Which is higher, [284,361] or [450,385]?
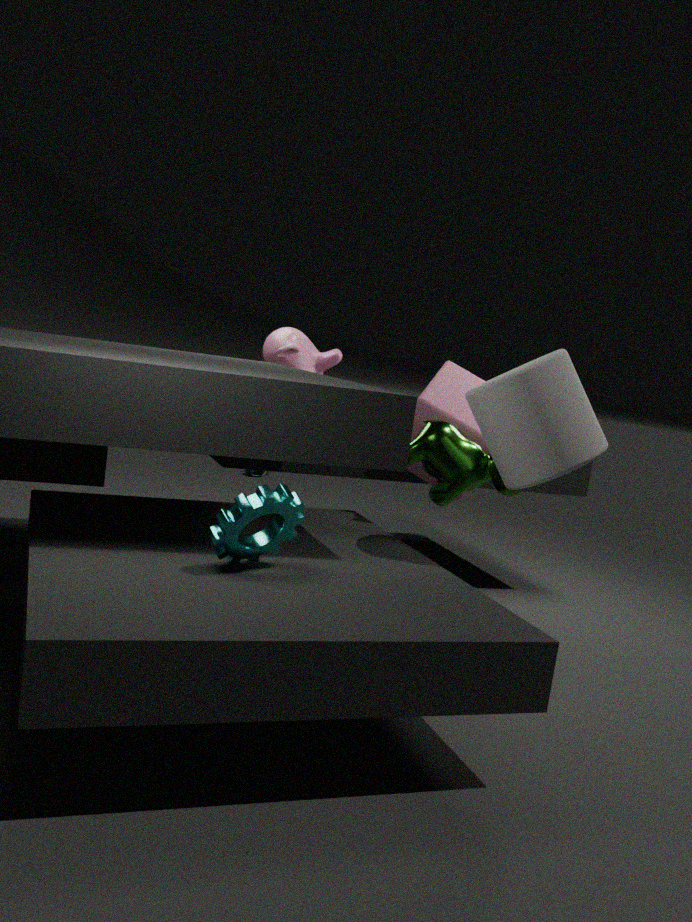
[284,361]
